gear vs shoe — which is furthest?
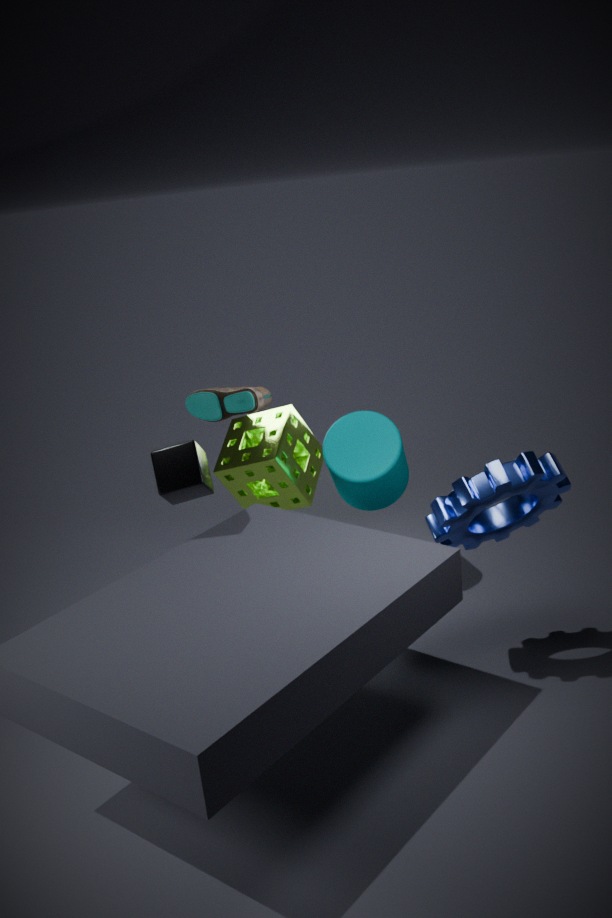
shoe
